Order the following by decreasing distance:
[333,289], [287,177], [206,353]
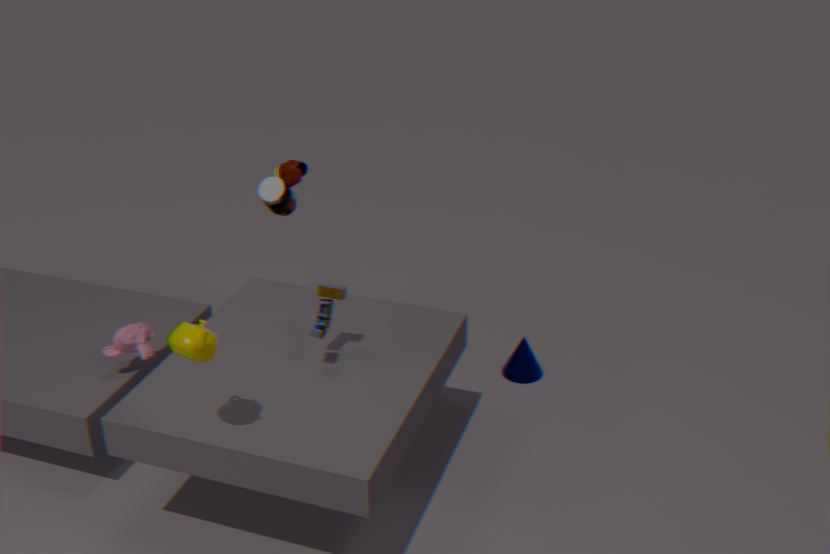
[287,177]
[333,289]
[206,353]
